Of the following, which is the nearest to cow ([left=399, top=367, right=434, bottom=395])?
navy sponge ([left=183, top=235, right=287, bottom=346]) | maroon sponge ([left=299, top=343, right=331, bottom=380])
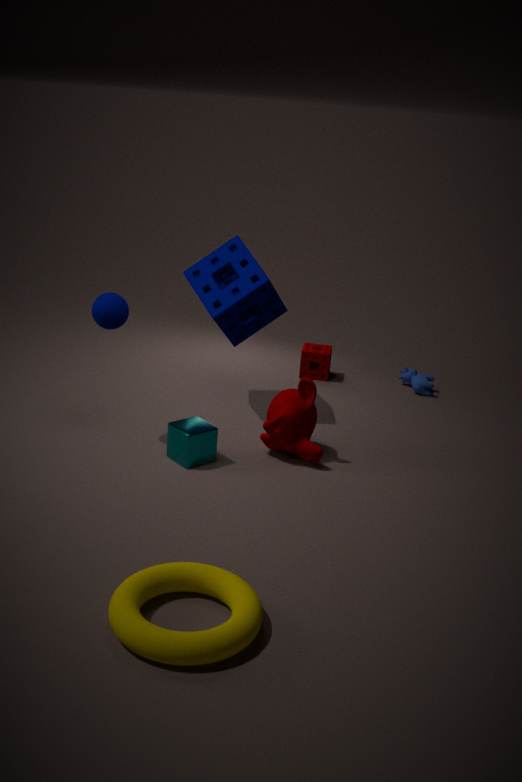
maroon sponge ([left=299, top=343, right=331, bottom=380])
